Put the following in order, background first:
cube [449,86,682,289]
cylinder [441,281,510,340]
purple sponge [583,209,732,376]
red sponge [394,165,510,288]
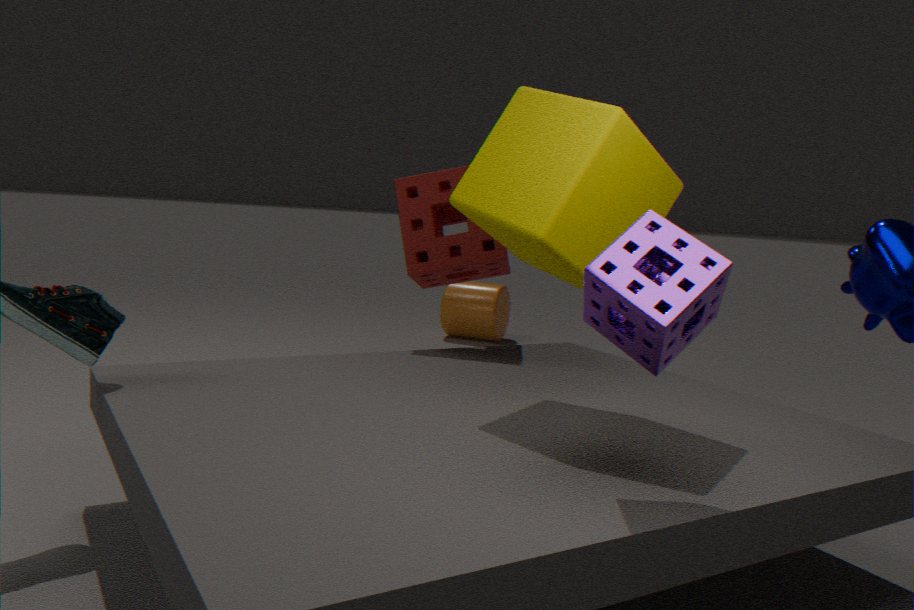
cylinder [441,281,510,340] → red sponge [394,165,510,288] → cube [449,86,682,289] → purple sponge [583,209,732,376]
